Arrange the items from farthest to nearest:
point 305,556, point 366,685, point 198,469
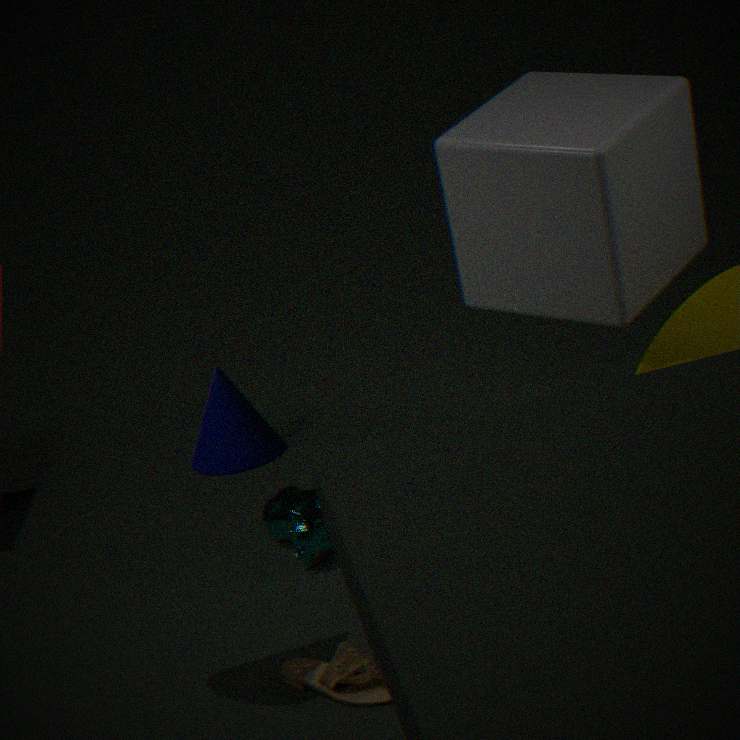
point 198,469
point 305,556
point 366,685
